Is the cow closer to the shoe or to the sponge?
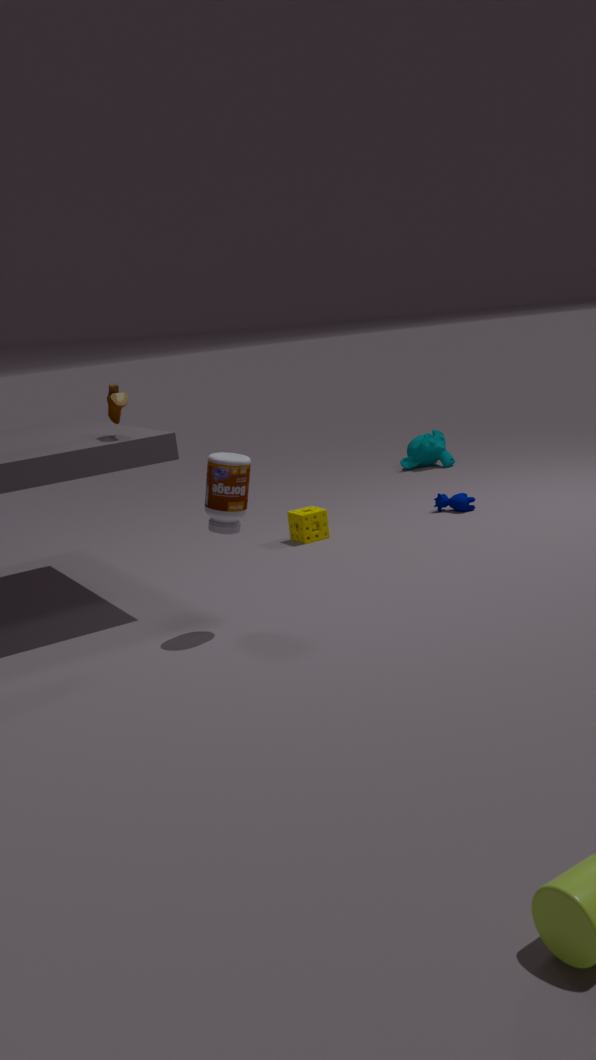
the sponge
